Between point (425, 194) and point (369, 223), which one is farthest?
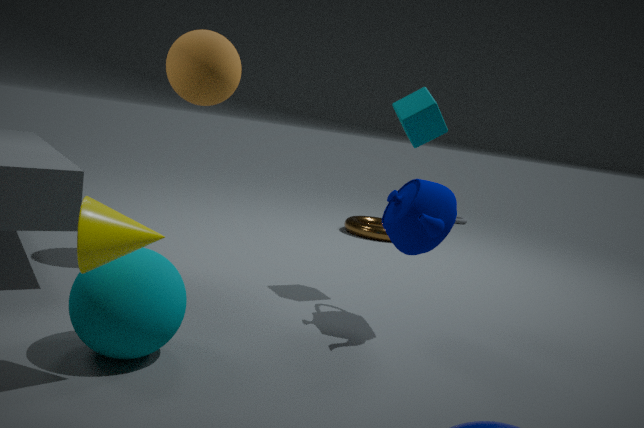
point (369, 223)
